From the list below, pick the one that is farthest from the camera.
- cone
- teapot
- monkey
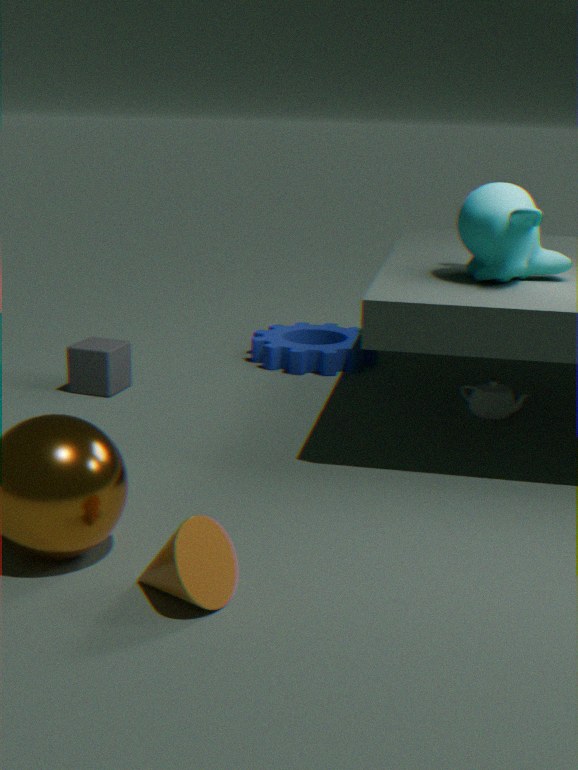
teapot
